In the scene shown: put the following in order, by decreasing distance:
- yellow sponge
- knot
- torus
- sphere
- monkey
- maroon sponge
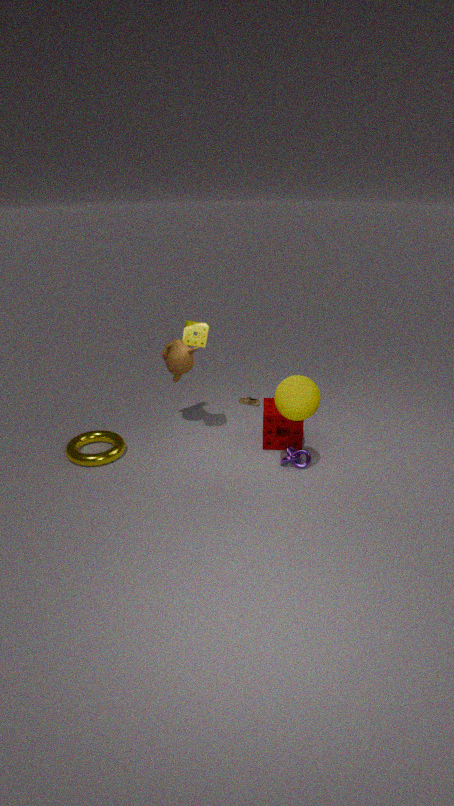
monkey
maroon sponge
torus
knot
yellow sponge
sphere
